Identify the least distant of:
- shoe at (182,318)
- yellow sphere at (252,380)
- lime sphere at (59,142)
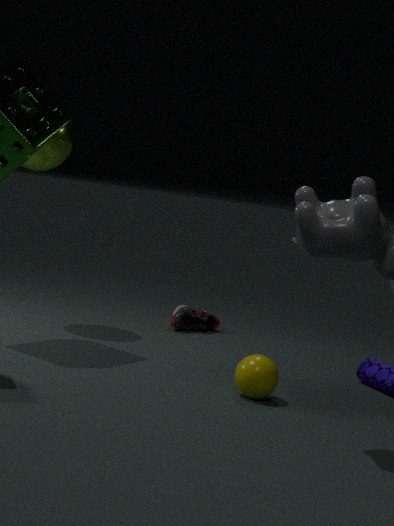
yellow sphere at (252,380)
